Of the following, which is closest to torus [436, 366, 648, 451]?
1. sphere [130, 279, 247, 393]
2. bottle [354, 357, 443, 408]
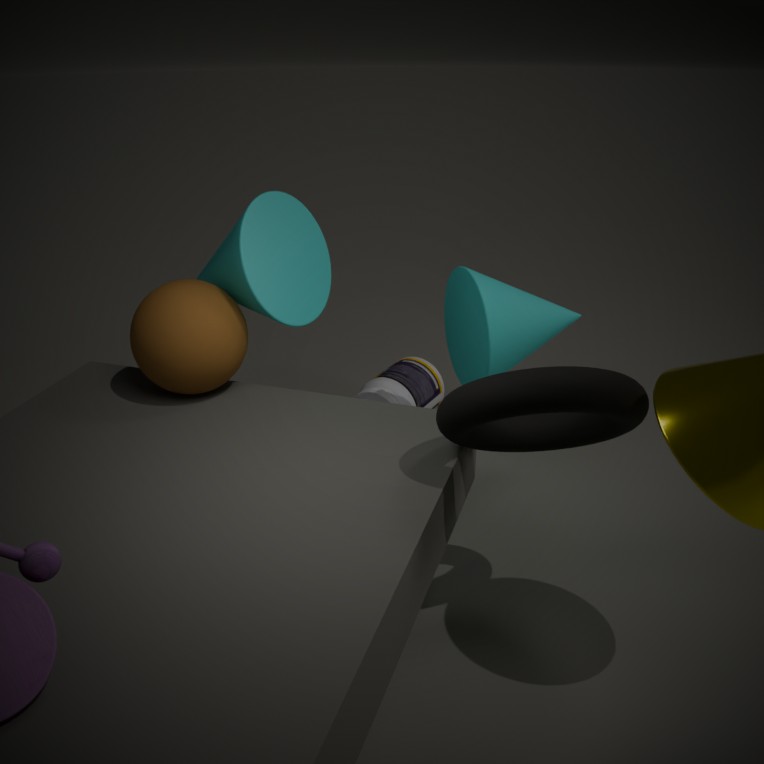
sphere [130, 279, 247, 393]
